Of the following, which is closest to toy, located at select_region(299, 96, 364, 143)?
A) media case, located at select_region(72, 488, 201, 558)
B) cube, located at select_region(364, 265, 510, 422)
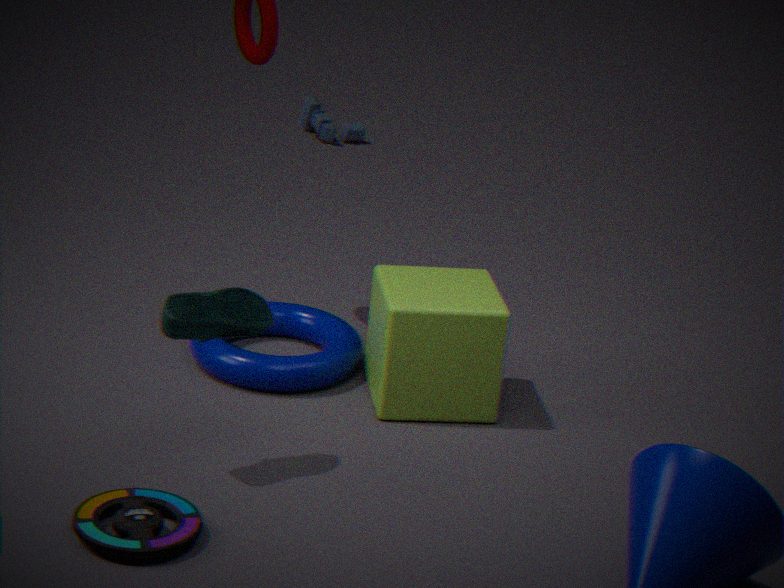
cube, located at select_region(364, 265, 510, 422)
